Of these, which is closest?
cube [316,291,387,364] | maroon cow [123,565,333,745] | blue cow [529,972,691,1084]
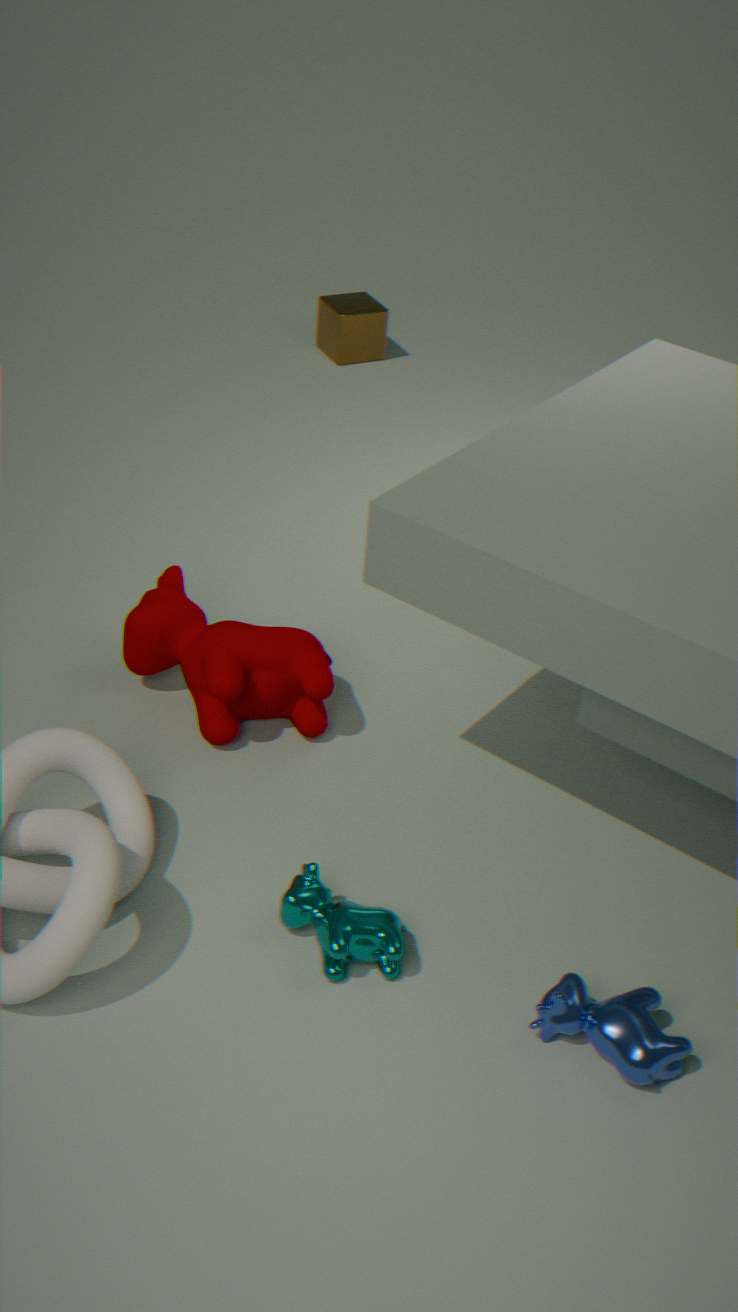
blue cow [529,972,691,1084]
